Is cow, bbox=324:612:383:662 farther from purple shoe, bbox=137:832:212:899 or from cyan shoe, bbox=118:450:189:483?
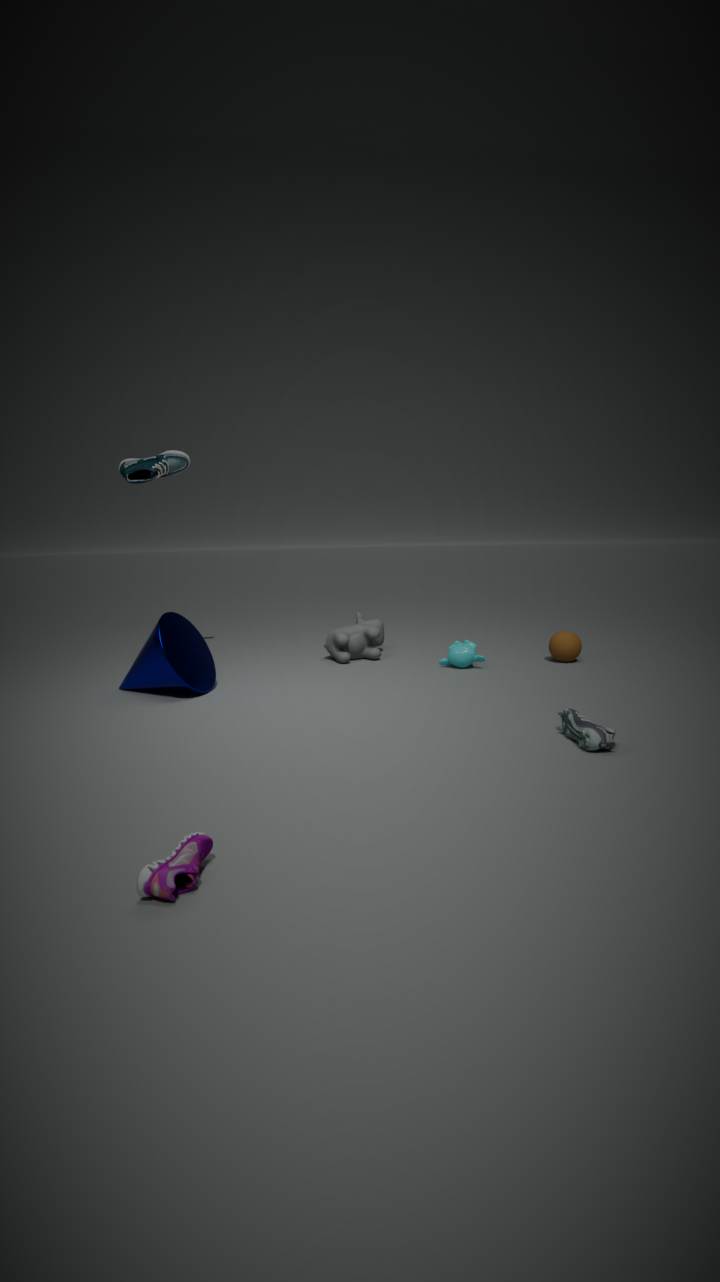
purple shoe, bbox=137:832:212:899
